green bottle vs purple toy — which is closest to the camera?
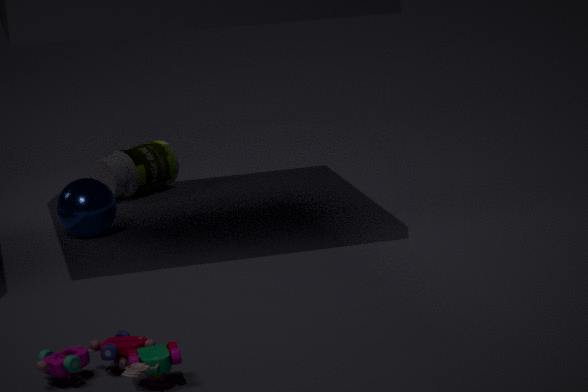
purple toy
